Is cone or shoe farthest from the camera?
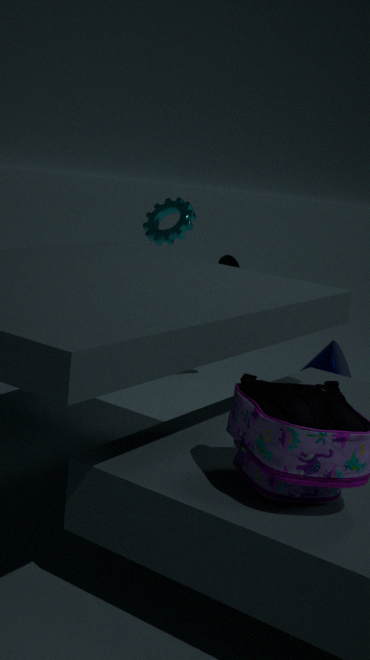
shoe
